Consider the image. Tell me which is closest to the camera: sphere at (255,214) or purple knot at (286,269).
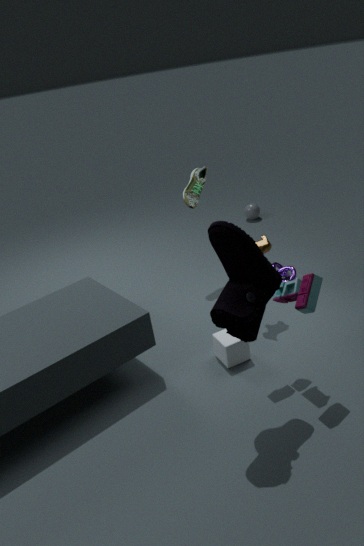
purple knot at (286,269)
